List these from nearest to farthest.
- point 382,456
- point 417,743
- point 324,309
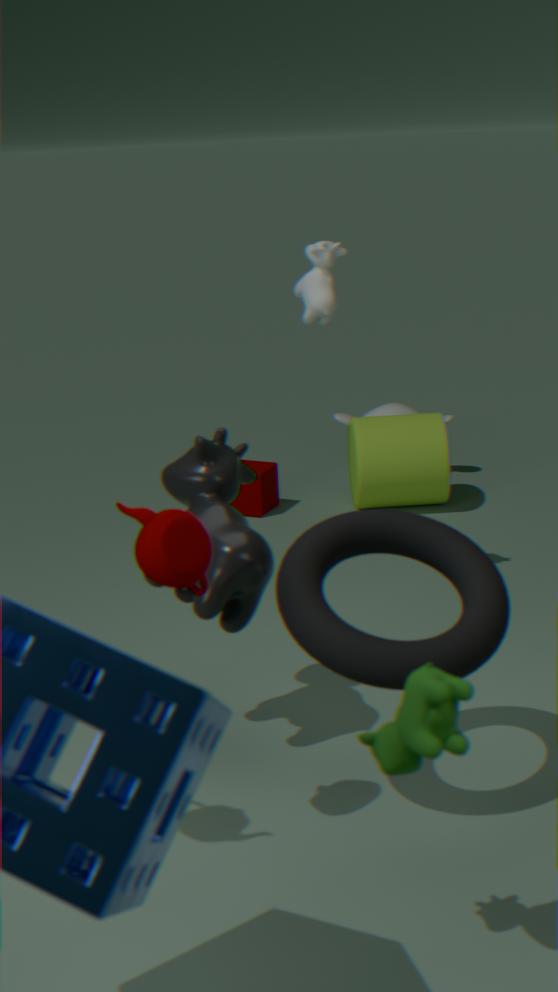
1. point 417,743
2. point 324,309
3. point 382,456
